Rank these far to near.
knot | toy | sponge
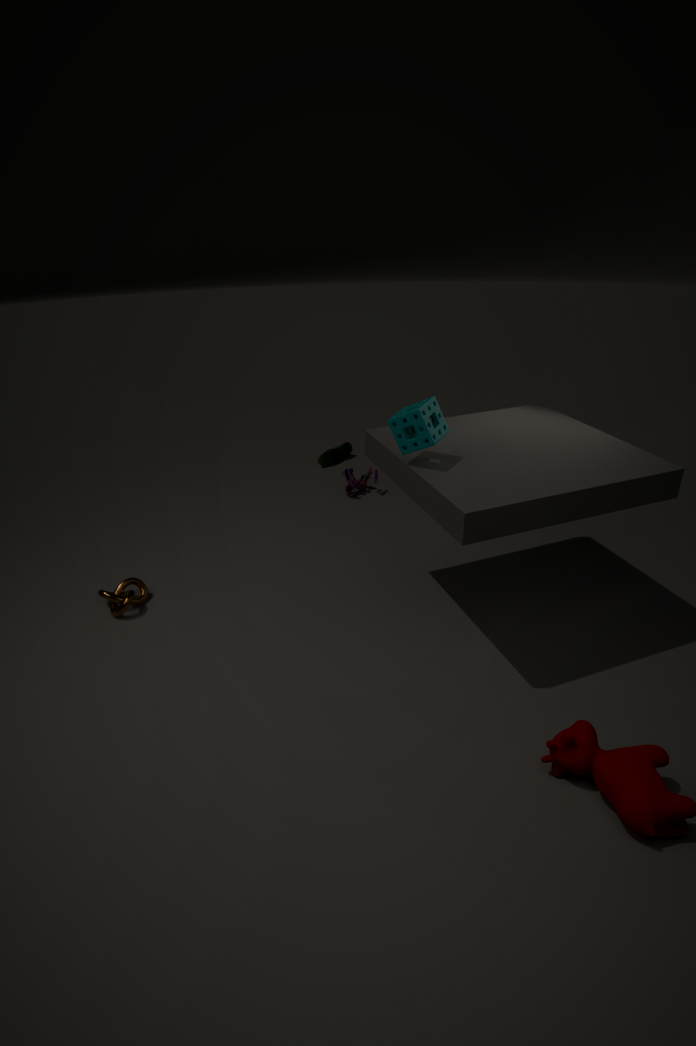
toy, knot, sponge
